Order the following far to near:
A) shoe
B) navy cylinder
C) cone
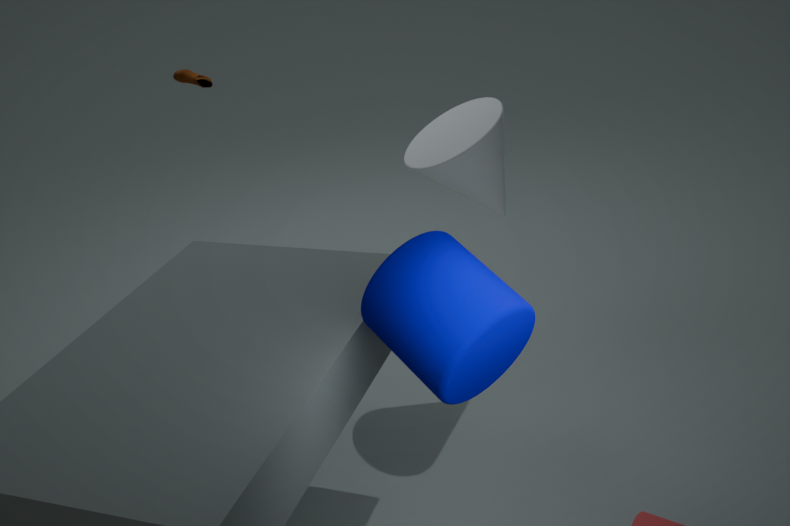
shoe, cone, navy cylinder
